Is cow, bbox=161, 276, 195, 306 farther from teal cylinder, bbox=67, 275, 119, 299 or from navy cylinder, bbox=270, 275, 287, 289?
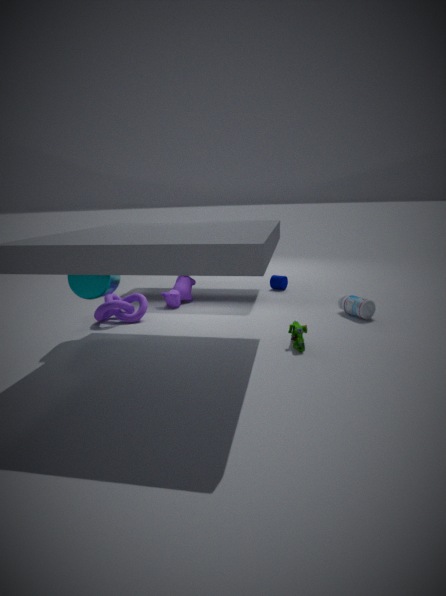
navy cylinder, bbox=270, 275, 287, 289
